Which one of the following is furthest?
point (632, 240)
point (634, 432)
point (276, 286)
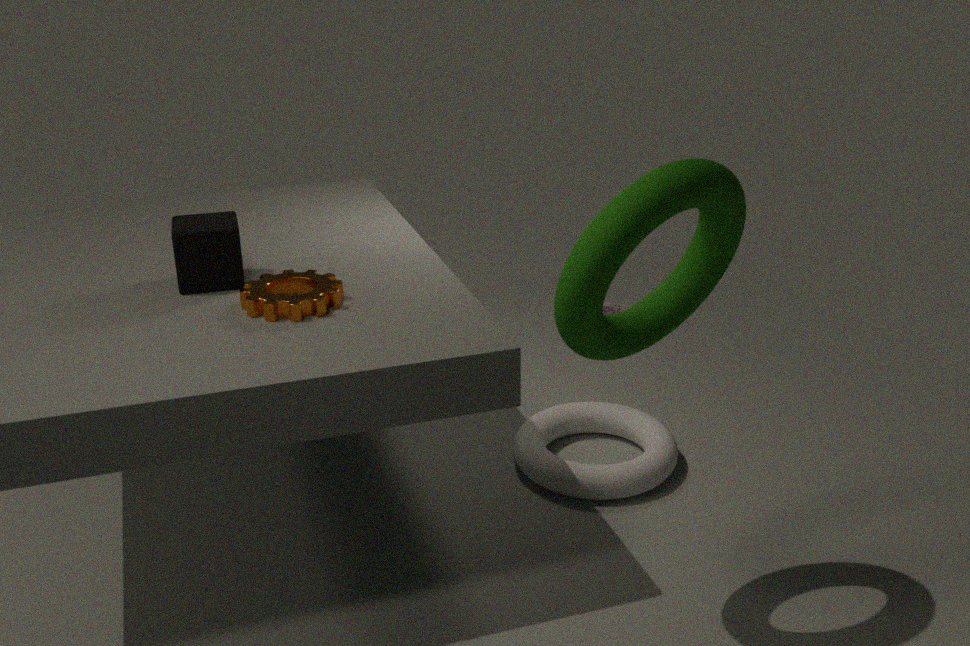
point (634, 432)
